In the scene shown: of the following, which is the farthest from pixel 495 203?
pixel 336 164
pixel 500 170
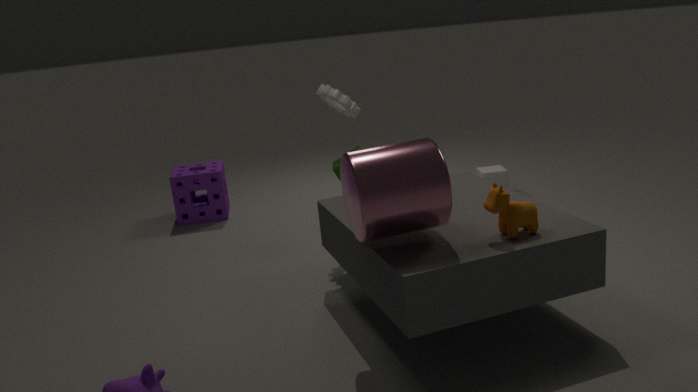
pixel 500 170
